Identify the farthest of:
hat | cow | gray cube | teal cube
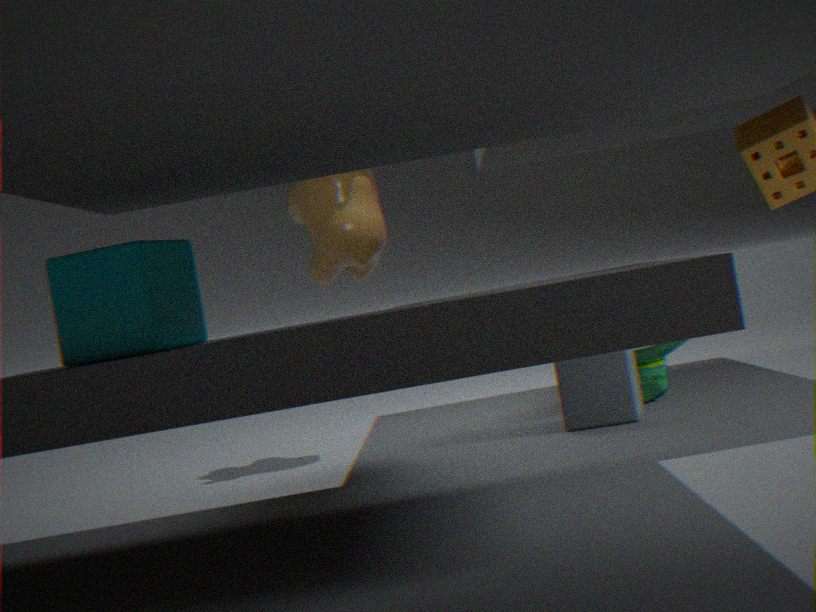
hat
